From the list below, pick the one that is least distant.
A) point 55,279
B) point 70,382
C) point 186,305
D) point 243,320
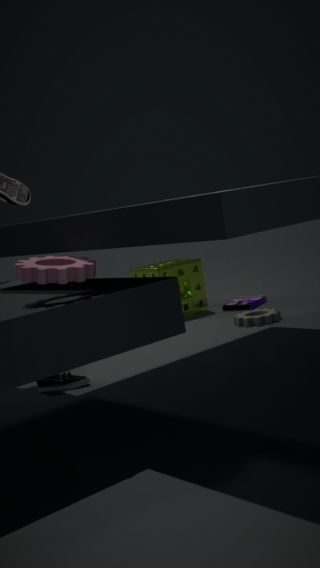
point 55,279
